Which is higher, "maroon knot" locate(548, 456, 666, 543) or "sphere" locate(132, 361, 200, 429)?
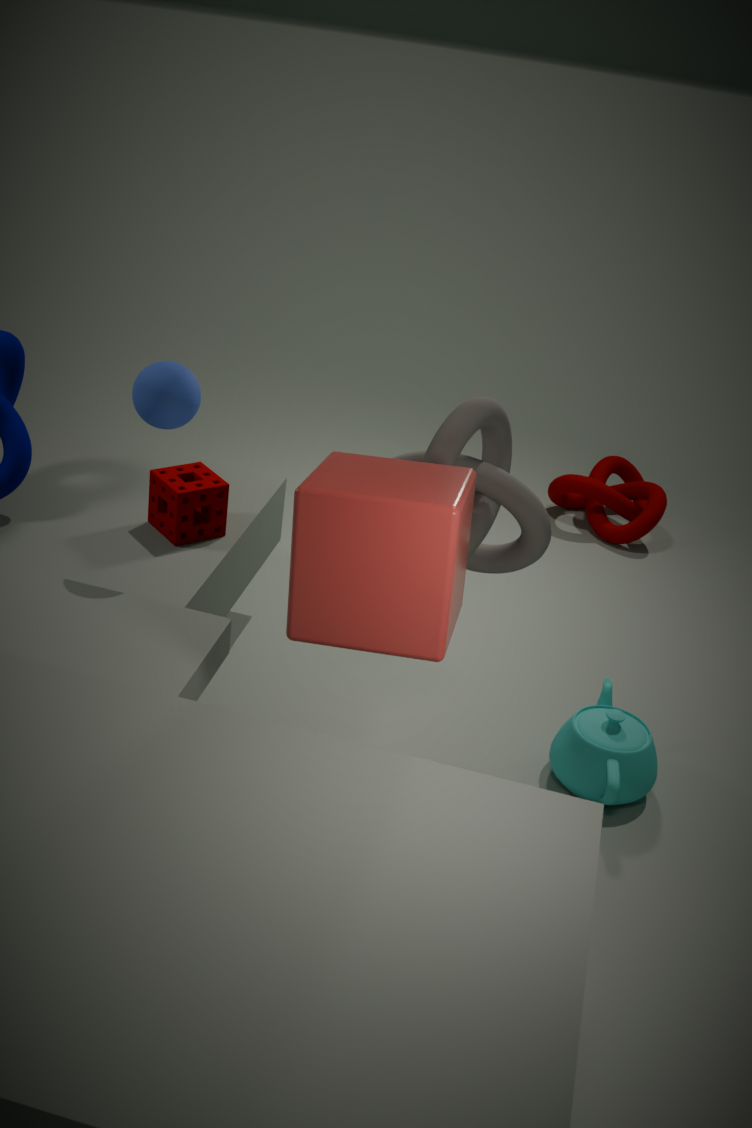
"sphere" locate(132, 361, 200, 429)
